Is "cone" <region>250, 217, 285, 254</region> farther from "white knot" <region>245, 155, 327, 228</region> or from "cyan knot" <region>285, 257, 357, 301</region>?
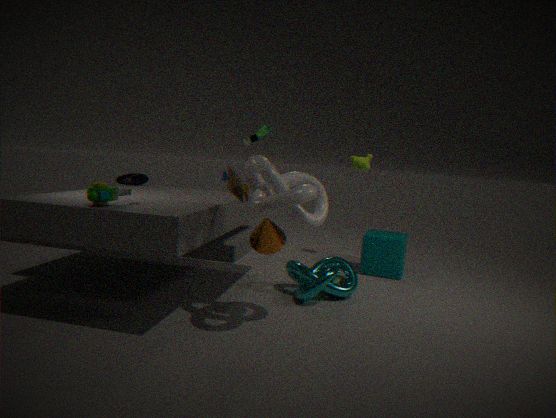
"cyan knot" <region>285, 257, 357, 301</region>
